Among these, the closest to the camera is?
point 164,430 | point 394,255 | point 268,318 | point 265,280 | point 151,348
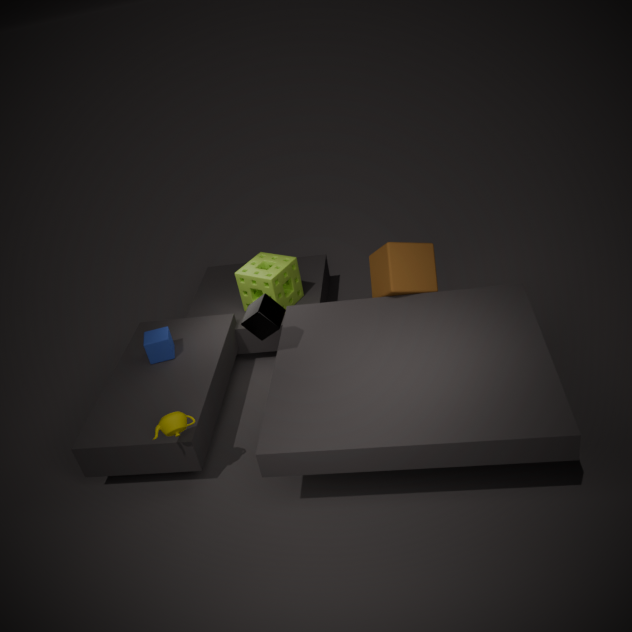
point 164,430
